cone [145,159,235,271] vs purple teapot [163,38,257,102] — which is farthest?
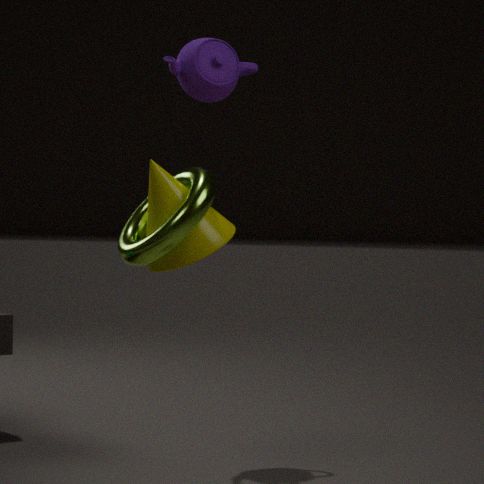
purple teapot [163,38,257,102]
